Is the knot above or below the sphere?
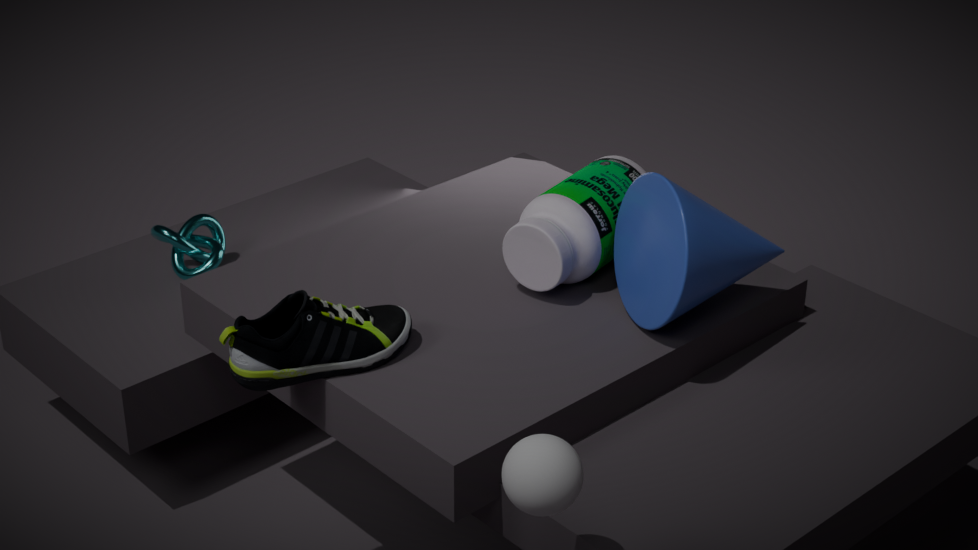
below
